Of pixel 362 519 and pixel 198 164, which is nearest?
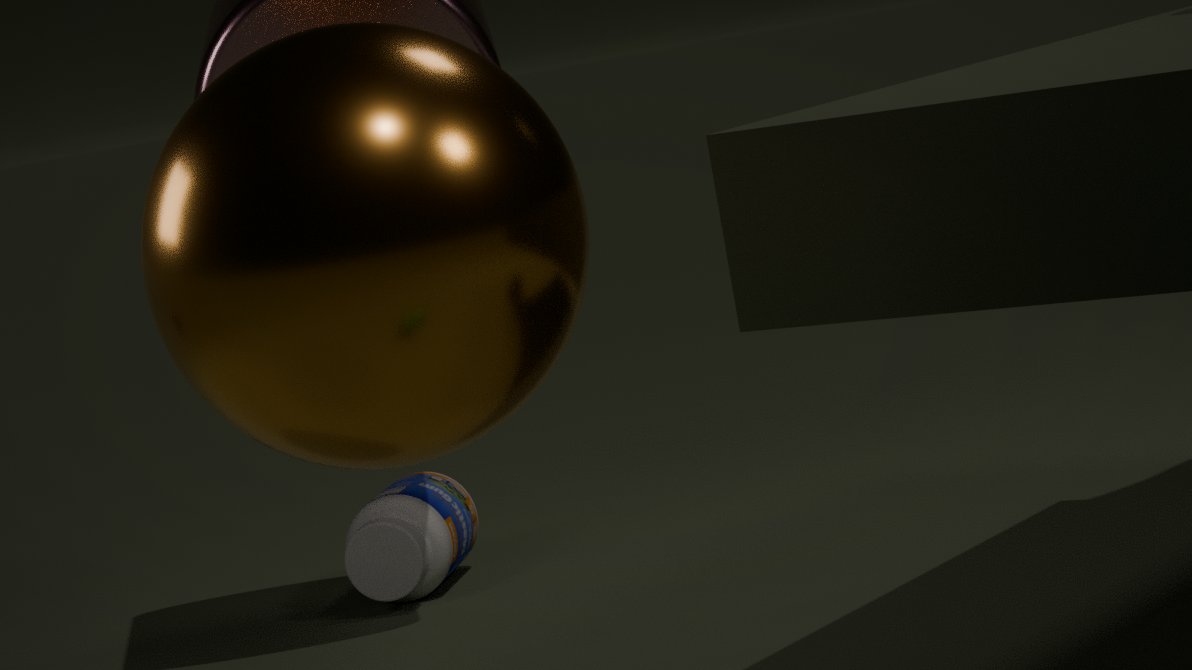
pixel 198 164
